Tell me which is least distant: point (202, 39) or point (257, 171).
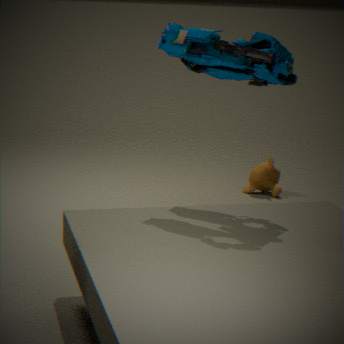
point (202, 39)
